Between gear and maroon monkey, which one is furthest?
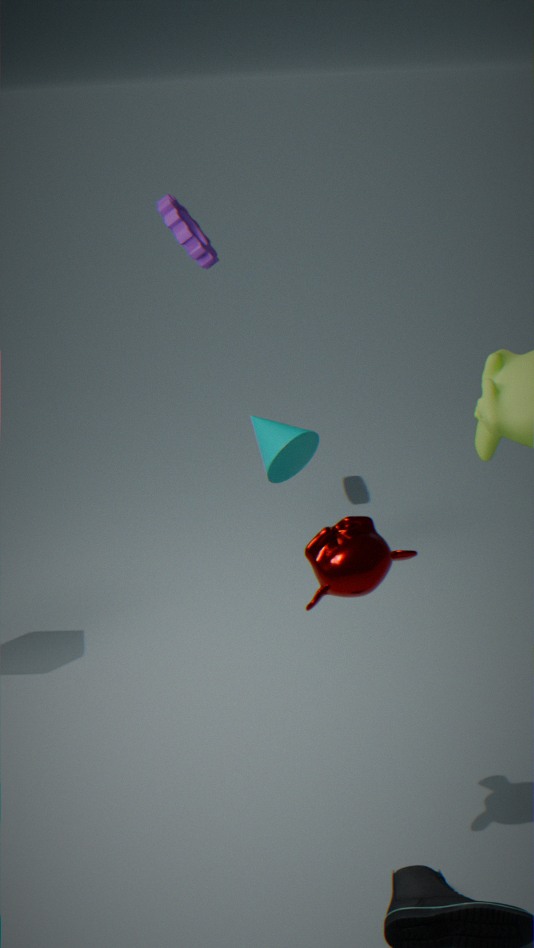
gear
